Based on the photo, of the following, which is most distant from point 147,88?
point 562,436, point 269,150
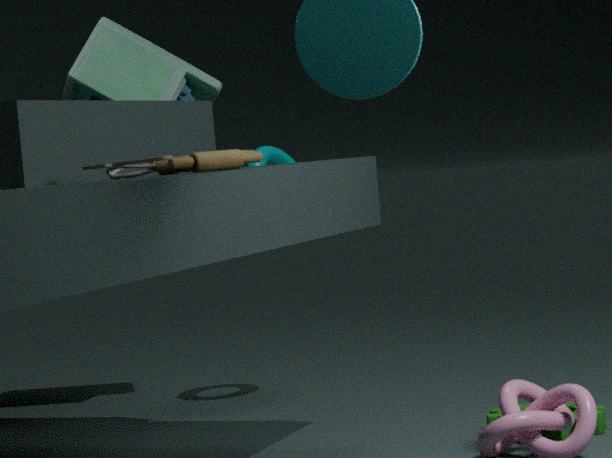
point 562,436
